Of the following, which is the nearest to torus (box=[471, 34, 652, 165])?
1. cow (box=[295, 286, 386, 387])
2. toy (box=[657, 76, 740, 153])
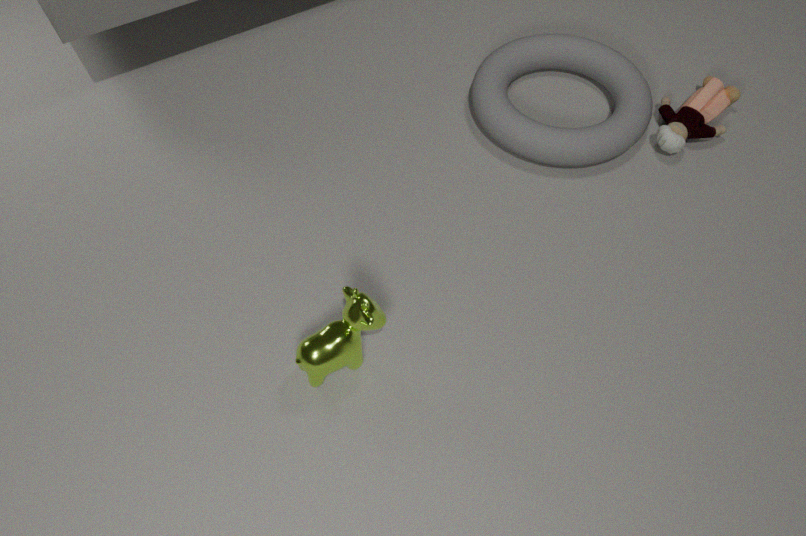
toy (box=[657, 76, 740, 153])
